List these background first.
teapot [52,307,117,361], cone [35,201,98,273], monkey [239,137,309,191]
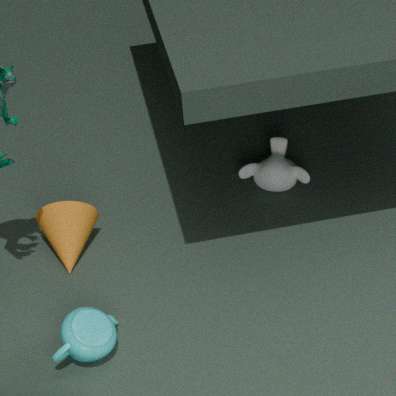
monkey [239,137,309,191] → cone [35,201,98,273] → teapot [52,307,117,361]
